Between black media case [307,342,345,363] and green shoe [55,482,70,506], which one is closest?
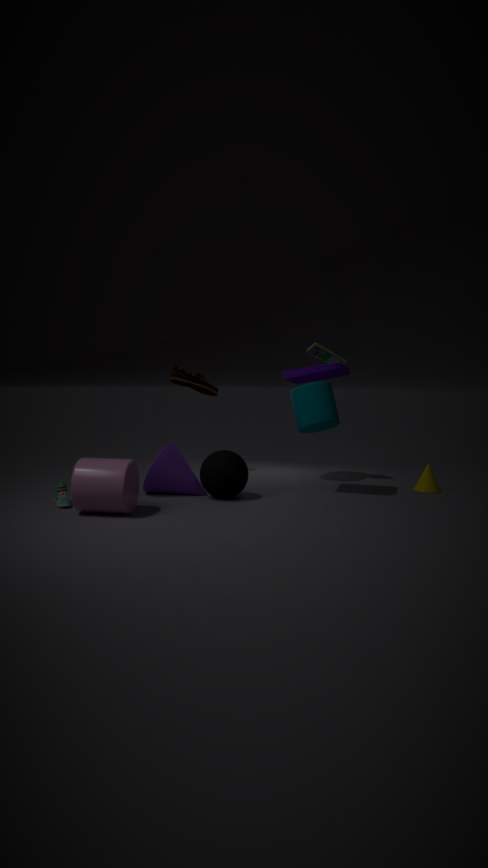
green shoe [55,482,70,506]
